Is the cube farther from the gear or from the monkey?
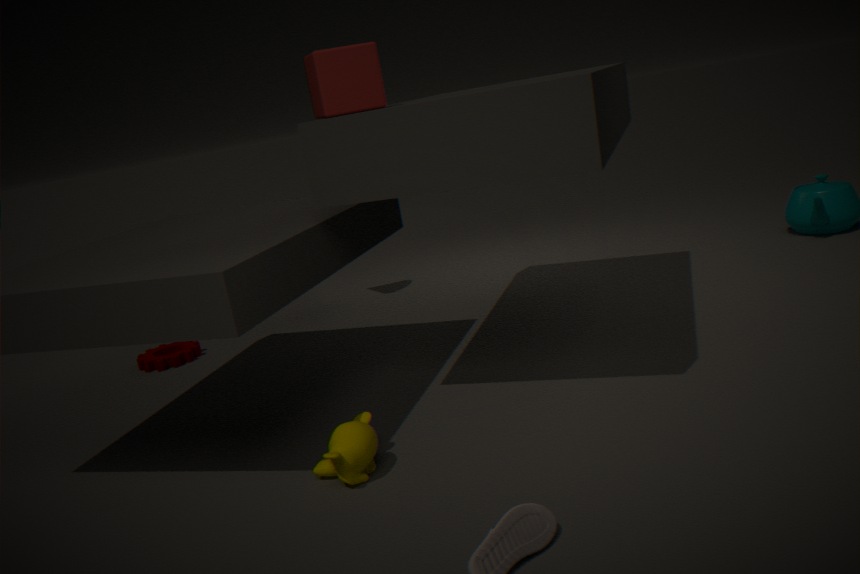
the gear
